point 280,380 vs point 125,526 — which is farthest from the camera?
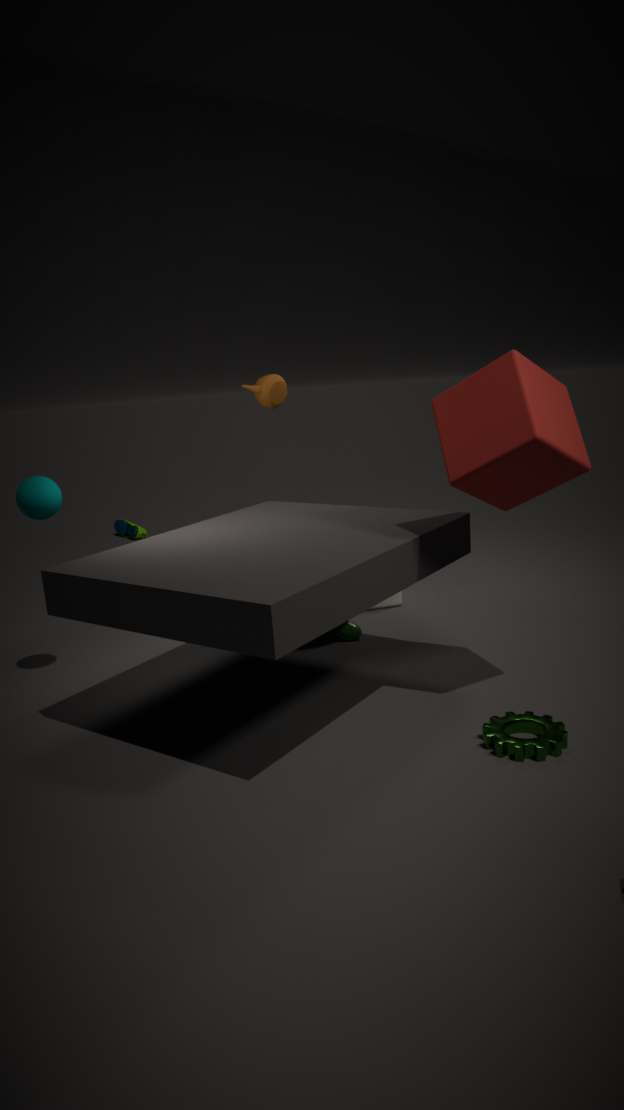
point 125,526
